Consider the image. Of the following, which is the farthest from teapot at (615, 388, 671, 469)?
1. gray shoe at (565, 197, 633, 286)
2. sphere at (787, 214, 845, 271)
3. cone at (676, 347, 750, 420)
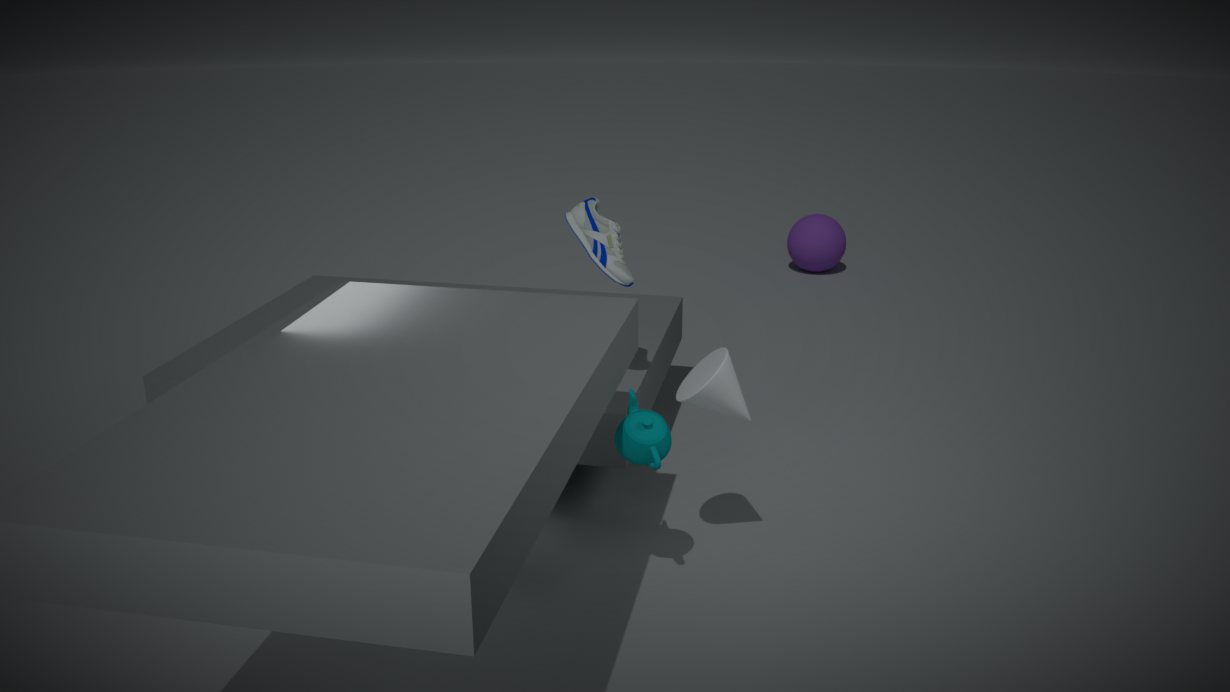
sphere at (787, 214, 845, 271)
